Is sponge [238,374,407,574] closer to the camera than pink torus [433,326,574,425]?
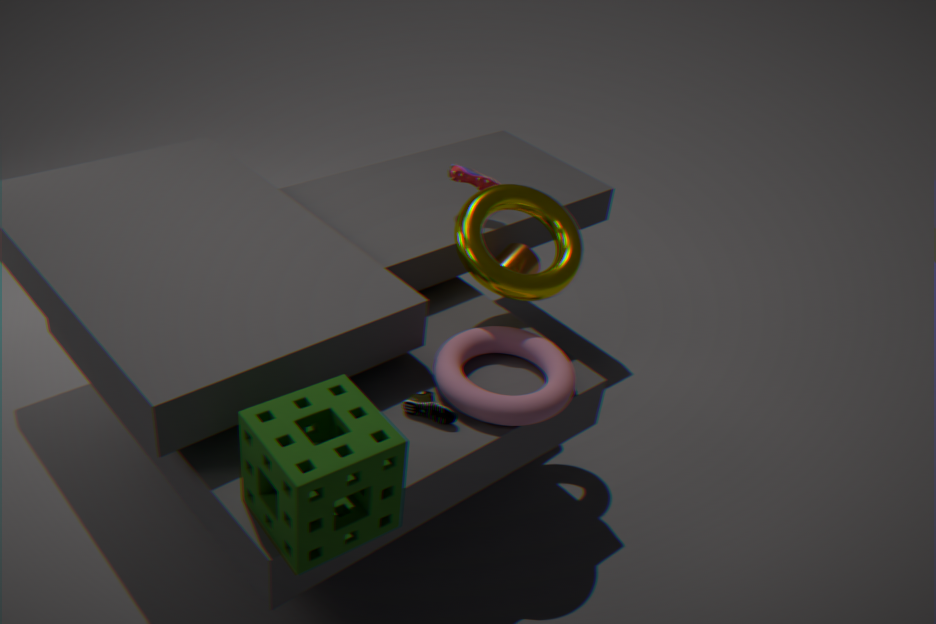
Yes
